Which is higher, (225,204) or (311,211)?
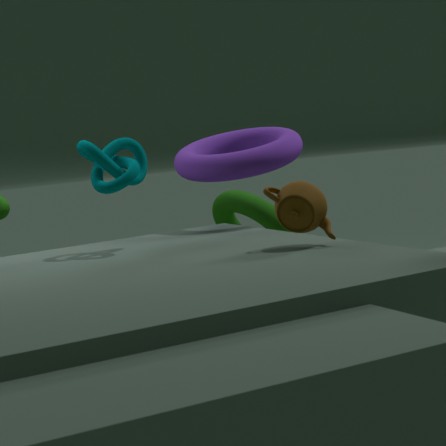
(311,211)
